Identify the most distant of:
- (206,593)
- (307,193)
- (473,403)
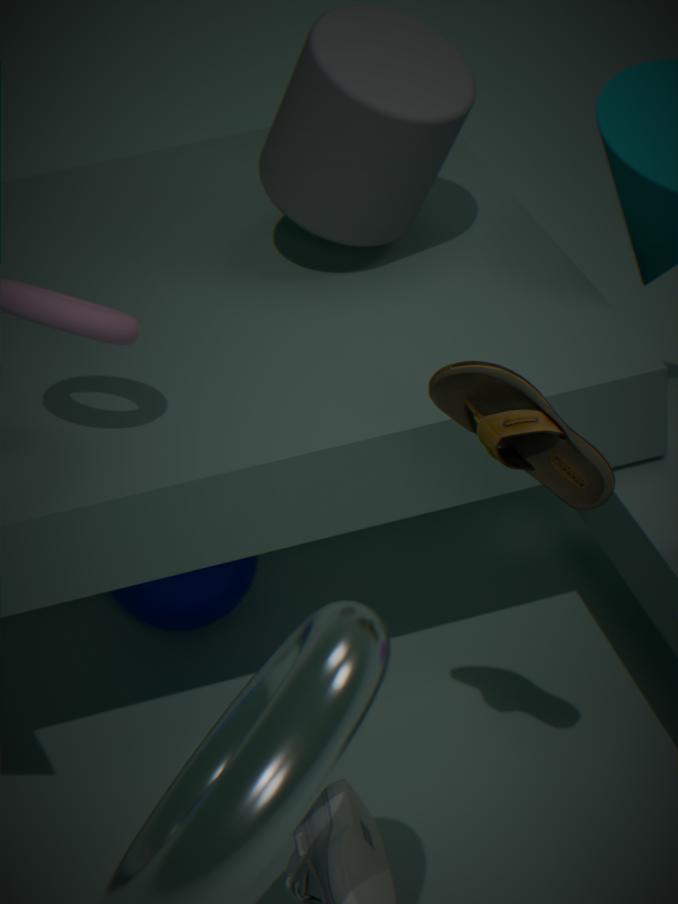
(206,593)
